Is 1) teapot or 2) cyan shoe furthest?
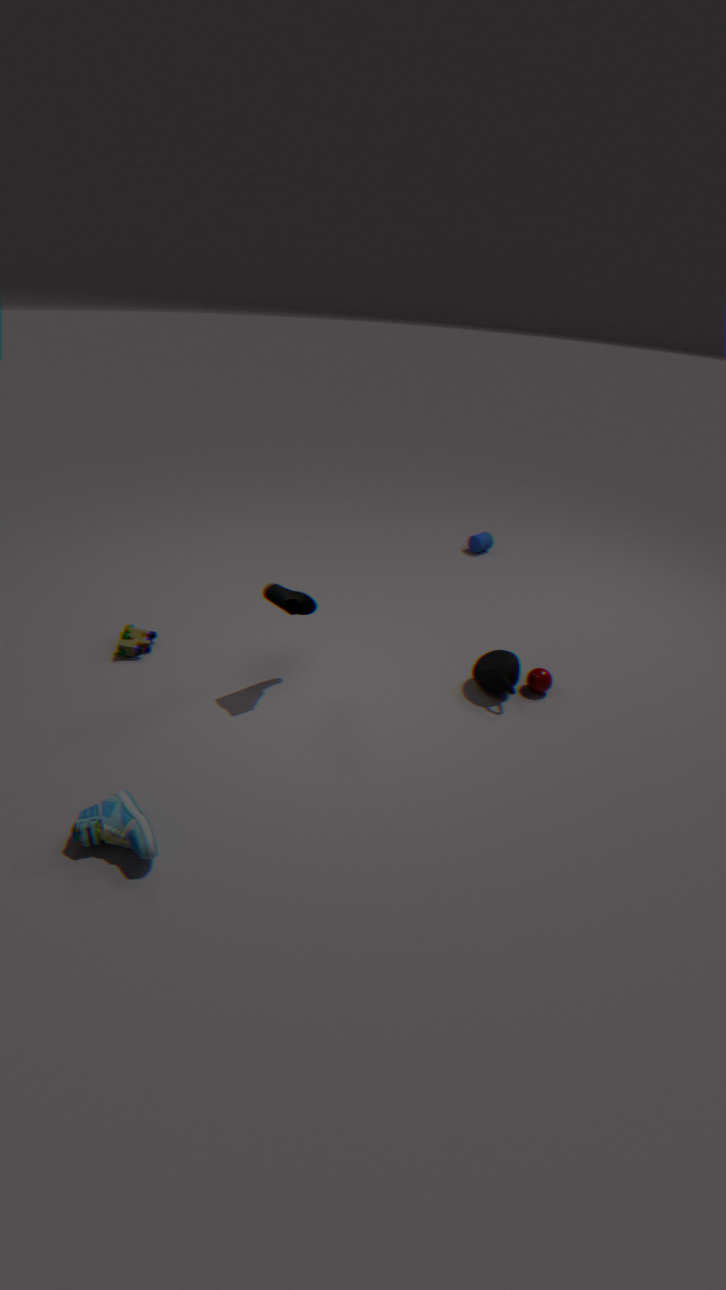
1. teapot
